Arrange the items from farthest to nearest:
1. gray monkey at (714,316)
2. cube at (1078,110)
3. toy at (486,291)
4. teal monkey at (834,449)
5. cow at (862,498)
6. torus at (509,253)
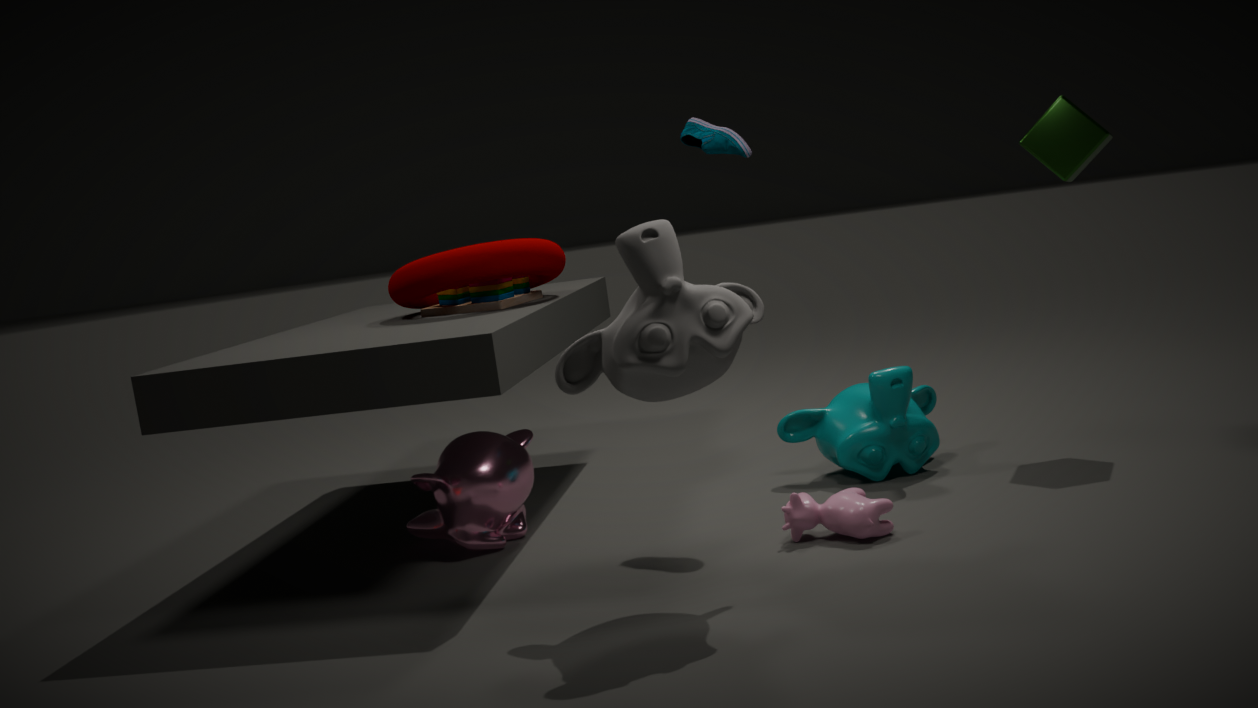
1. toy at (486,291)
2. cube at (1078,110)
3. torus at (509,253)
4. teal monkey at (834,449)
5. cow at (862,498)
6. gray monkey at (714,316)
